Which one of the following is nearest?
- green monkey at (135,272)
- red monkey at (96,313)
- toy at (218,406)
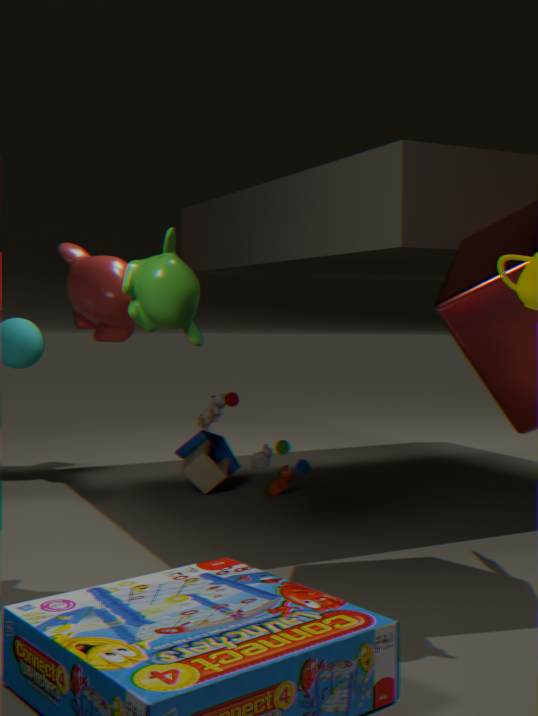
green monkey at (135,272)
